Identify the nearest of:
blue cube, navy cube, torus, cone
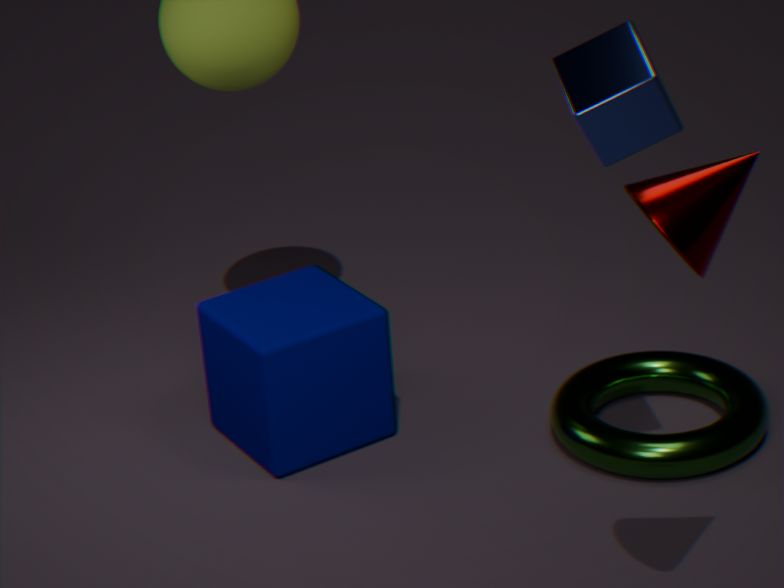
cone
